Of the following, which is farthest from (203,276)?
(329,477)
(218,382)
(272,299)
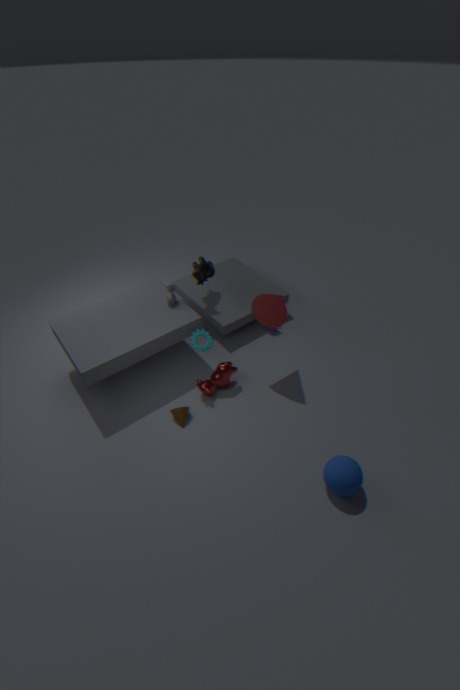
(329,477)
